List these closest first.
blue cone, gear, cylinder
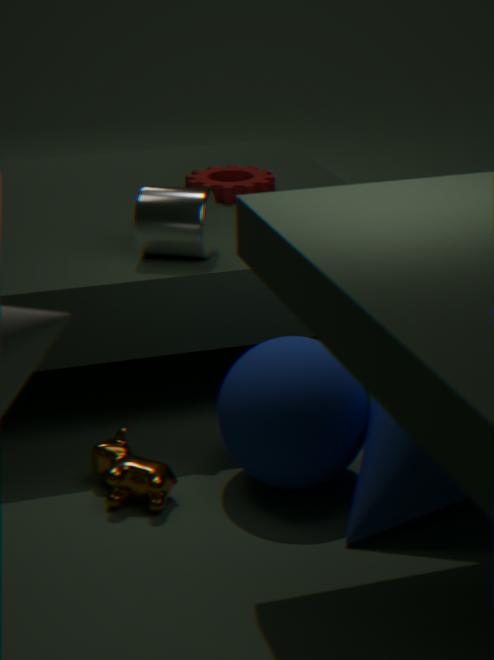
1. blue cone
2. cylinder
3. gear
